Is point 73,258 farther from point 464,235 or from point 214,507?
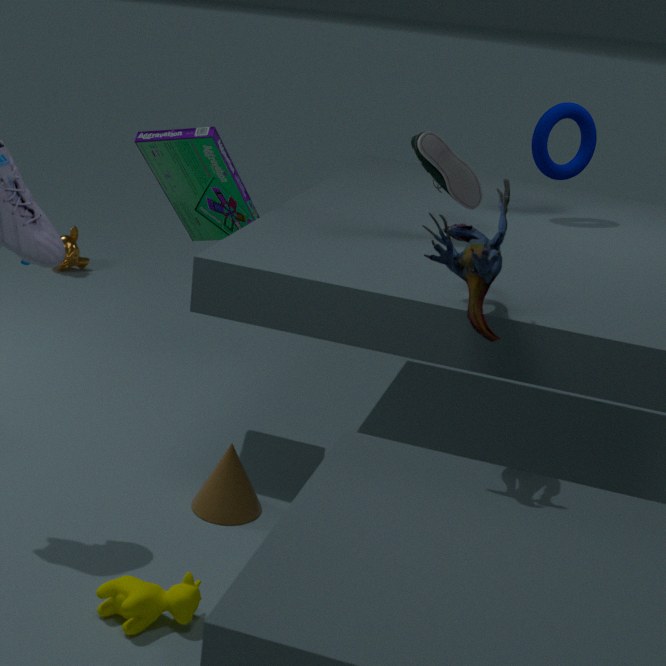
point 464,235
